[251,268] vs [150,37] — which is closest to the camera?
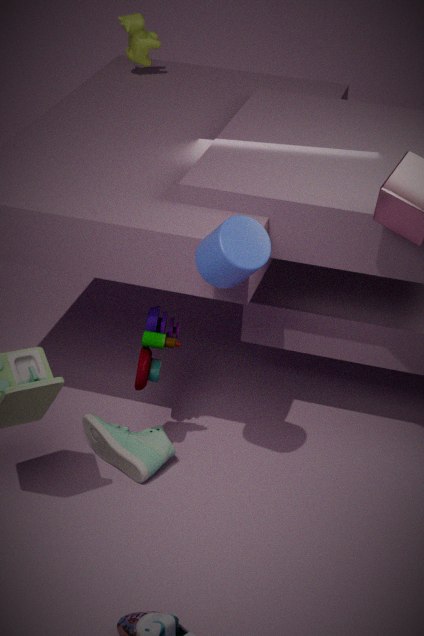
[251,268]
